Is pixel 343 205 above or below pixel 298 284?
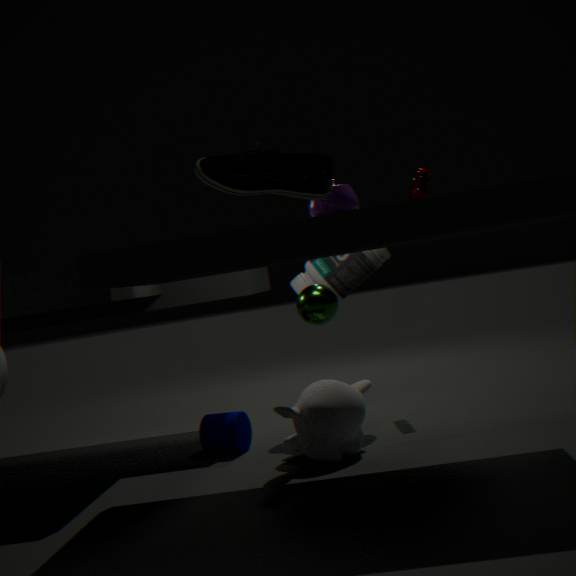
above
